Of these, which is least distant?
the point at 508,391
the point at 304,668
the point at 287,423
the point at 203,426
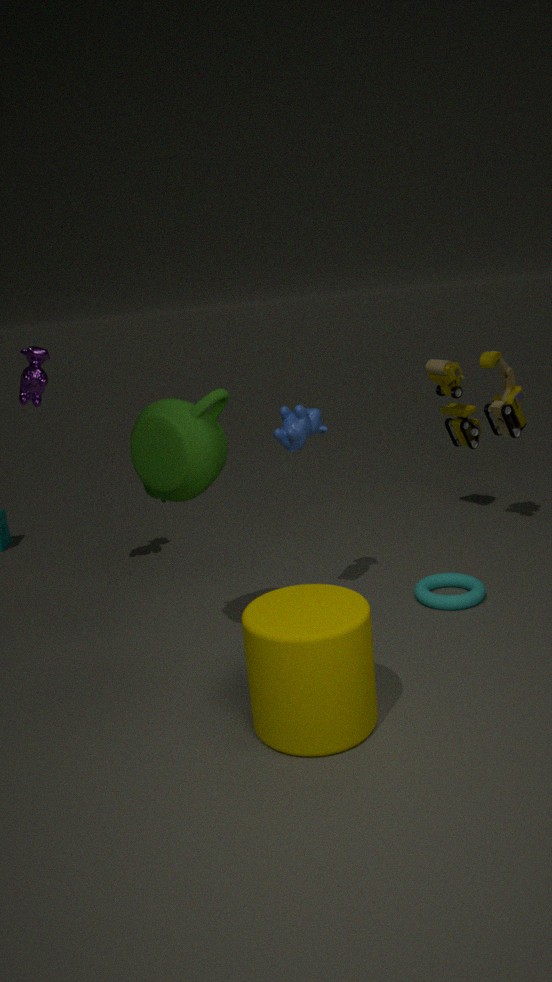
the point at 304,668
